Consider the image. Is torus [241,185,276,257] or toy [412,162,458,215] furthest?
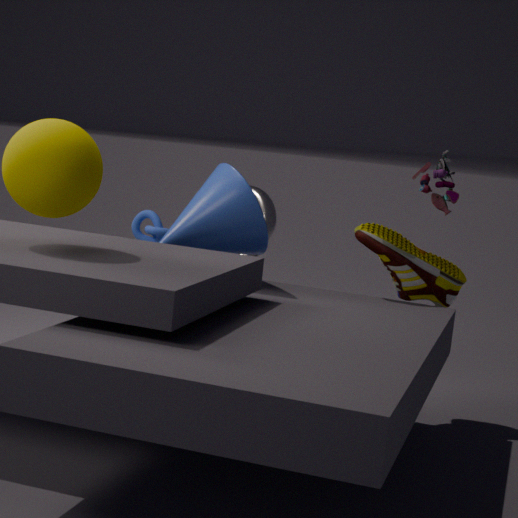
torus [241,185,276,257]
